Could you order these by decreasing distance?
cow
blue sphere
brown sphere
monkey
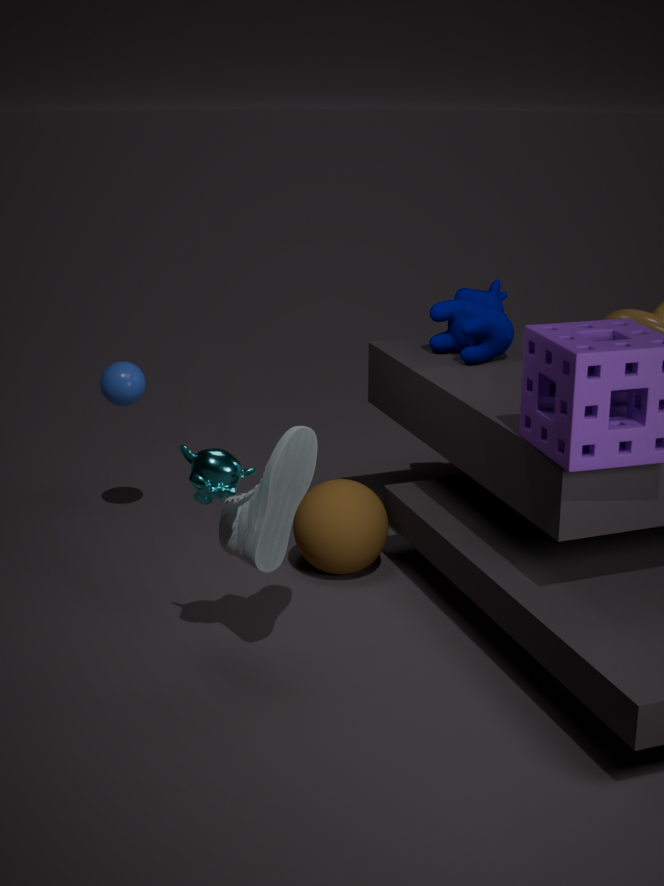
1. blue sphere
2. cow
3. brown sphere
4. monkey
